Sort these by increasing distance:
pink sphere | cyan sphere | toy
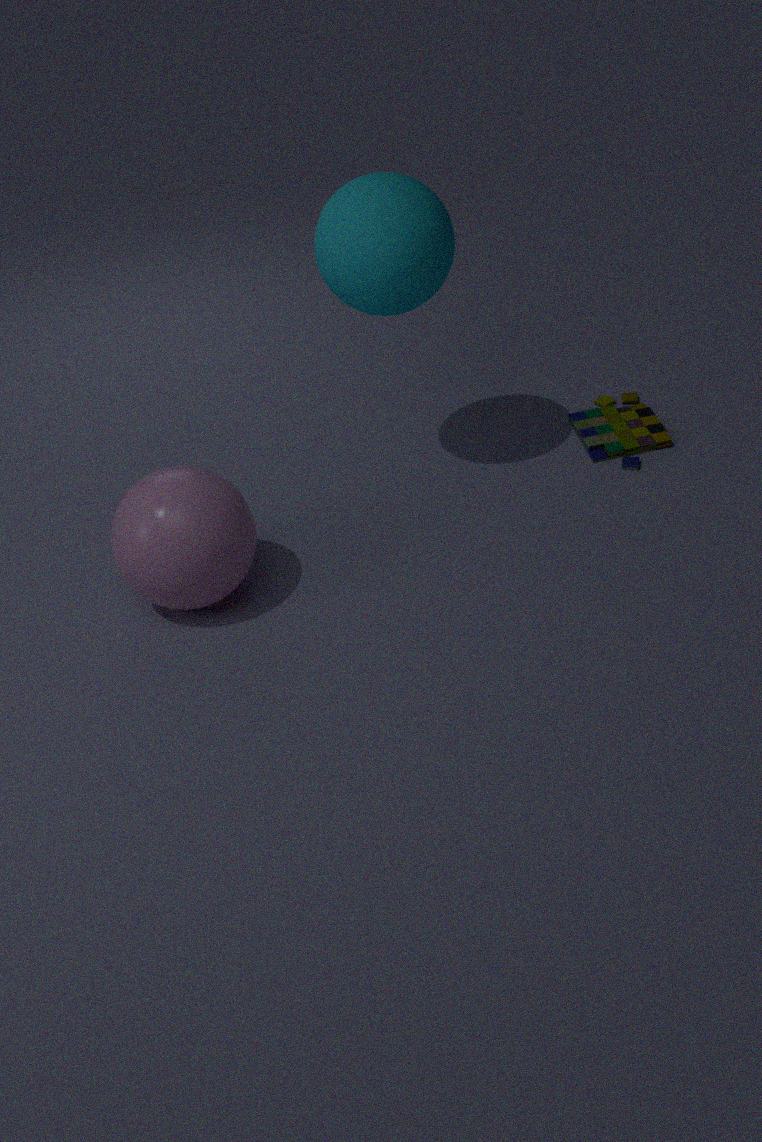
pink sphere
cyan sphere
toy
